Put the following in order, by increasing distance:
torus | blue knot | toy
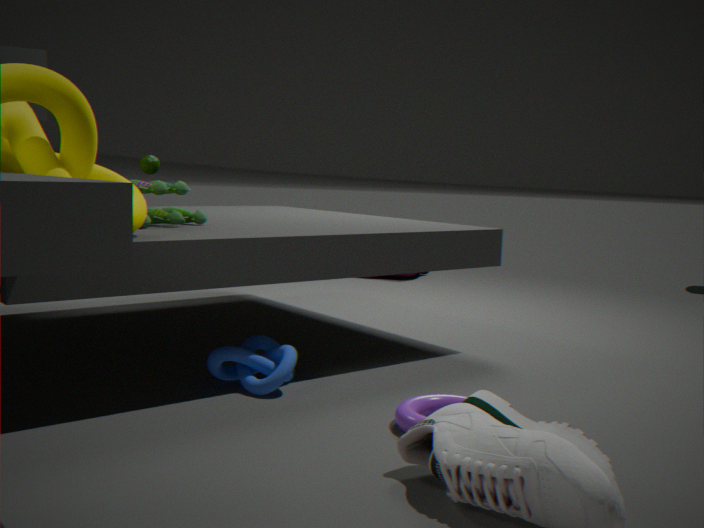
torus → blue knot → toy
